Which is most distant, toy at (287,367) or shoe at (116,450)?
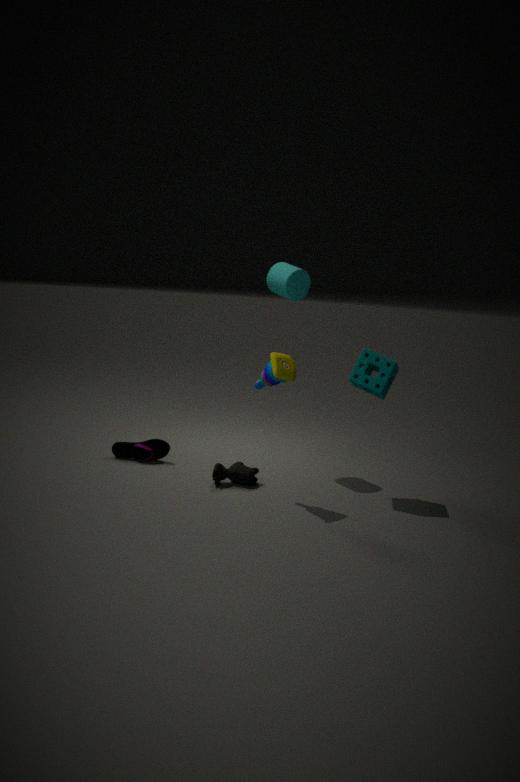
shoe at (116,450)
